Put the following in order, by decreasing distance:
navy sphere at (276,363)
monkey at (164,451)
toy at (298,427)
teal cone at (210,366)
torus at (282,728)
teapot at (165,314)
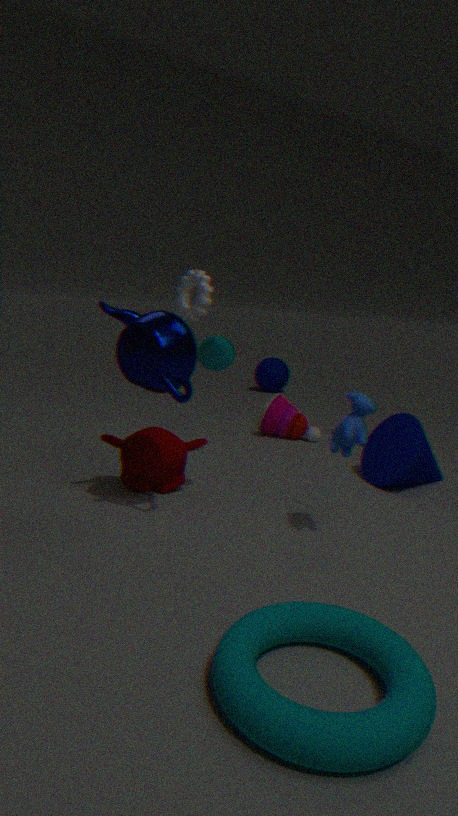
1. navy sphere at (276,363)
2. toy at (298,427)
3. teal cone at (210,366)
4. monkey at (164,451)
5. teapot at (165,314)
6. torus at (282,728)
